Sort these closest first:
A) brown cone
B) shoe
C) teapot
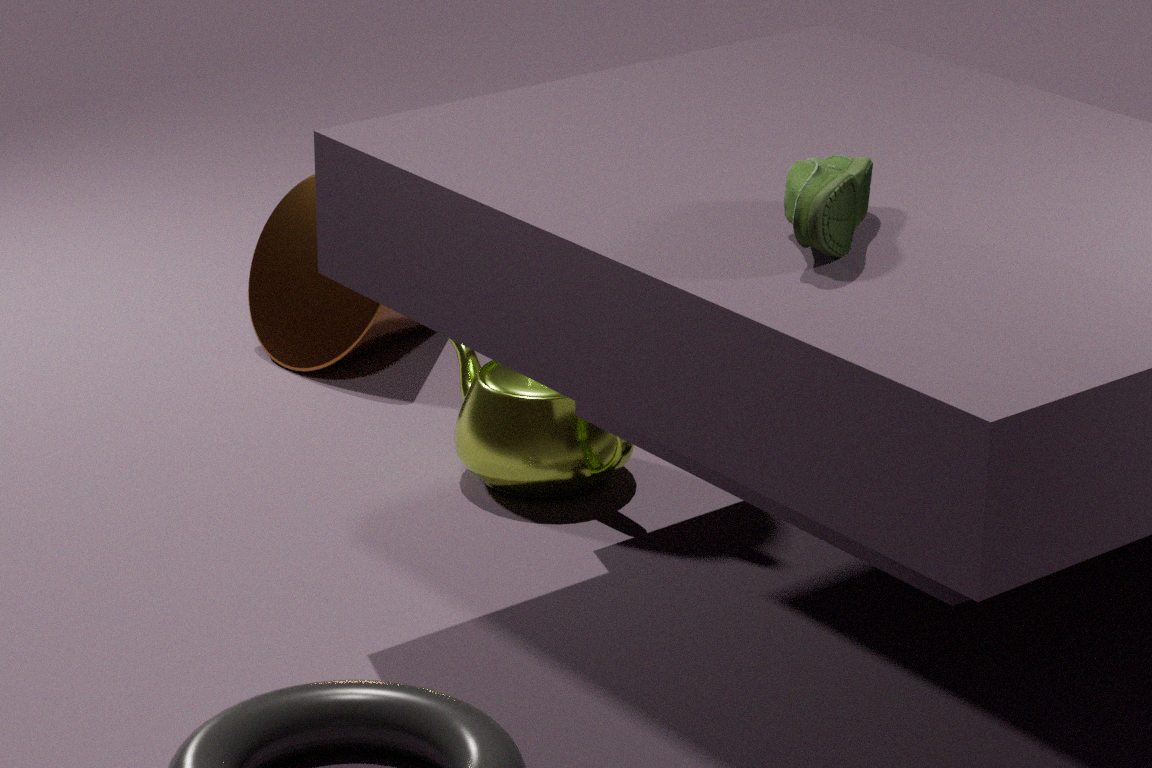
shoe < teapot < brown cone
